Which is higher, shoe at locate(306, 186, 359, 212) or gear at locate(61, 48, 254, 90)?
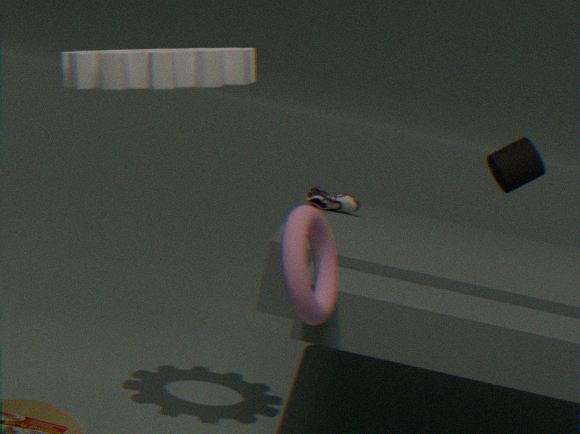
gear at locate(61, 48, 254, 90)
